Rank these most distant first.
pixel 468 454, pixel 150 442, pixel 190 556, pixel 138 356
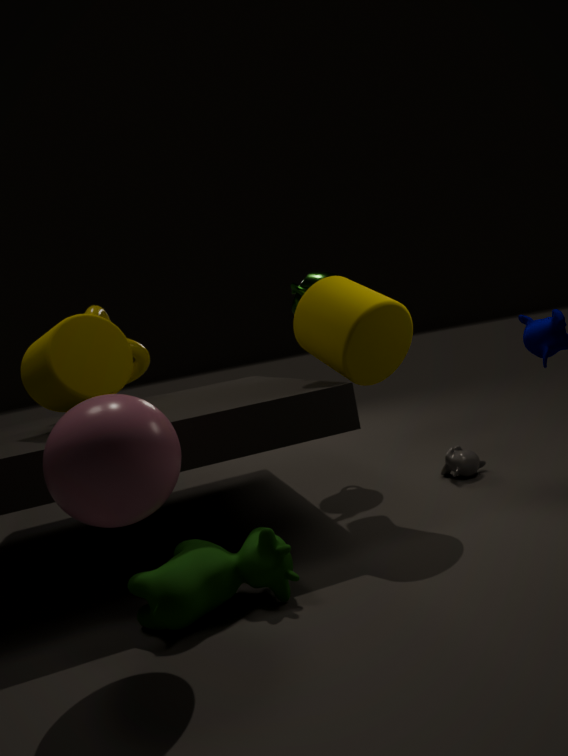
1. pixel 138 356
2. pixel 468 454
3. pixel 190 556
4. pixel 150 442
